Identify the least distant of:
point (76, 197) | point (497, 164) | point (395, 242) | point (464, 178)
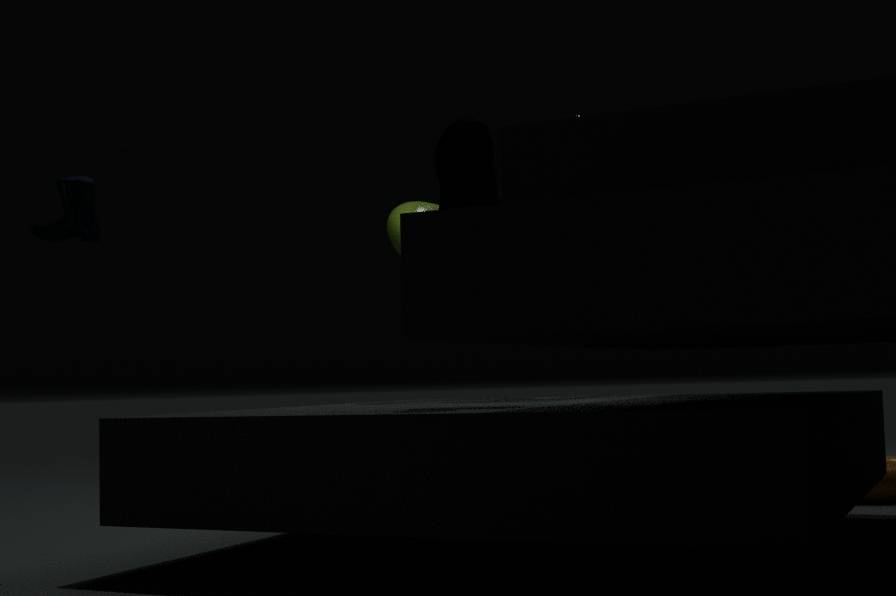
point (464, 178)
